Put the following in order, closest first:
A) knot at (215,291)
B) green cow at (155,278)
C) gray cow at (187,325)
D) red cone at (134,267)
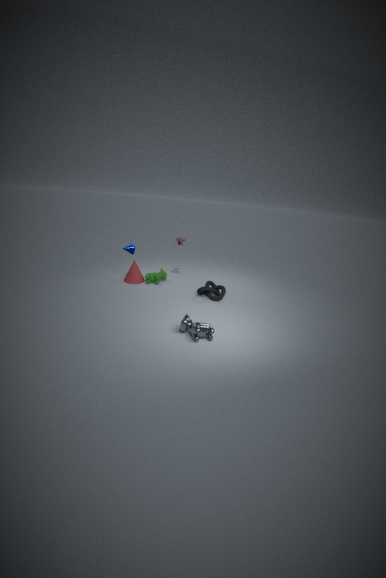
gray cow at (187,325) < knot at (215,291) < red cone at (134,267) < green cow at (155,278)
